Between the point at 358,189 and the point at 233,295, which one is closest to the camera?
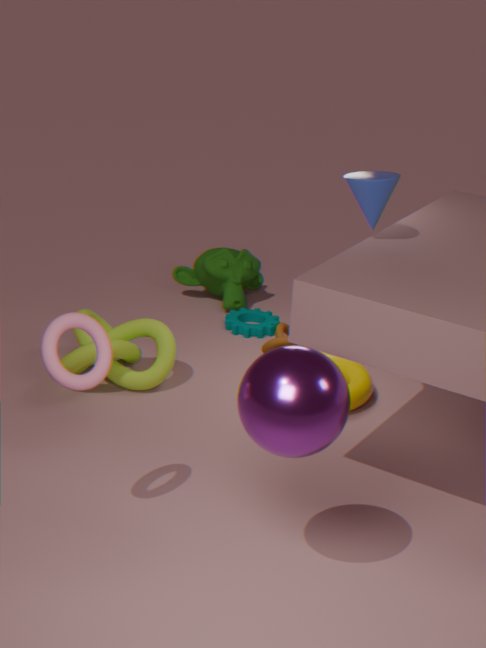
the point at 358,189
